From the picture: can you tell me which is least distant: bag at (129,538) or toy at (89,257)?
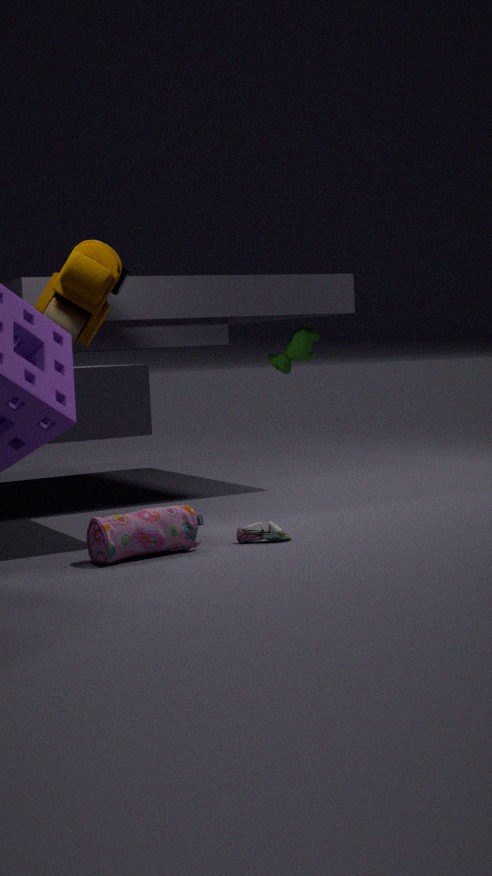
bag at (129,538)
